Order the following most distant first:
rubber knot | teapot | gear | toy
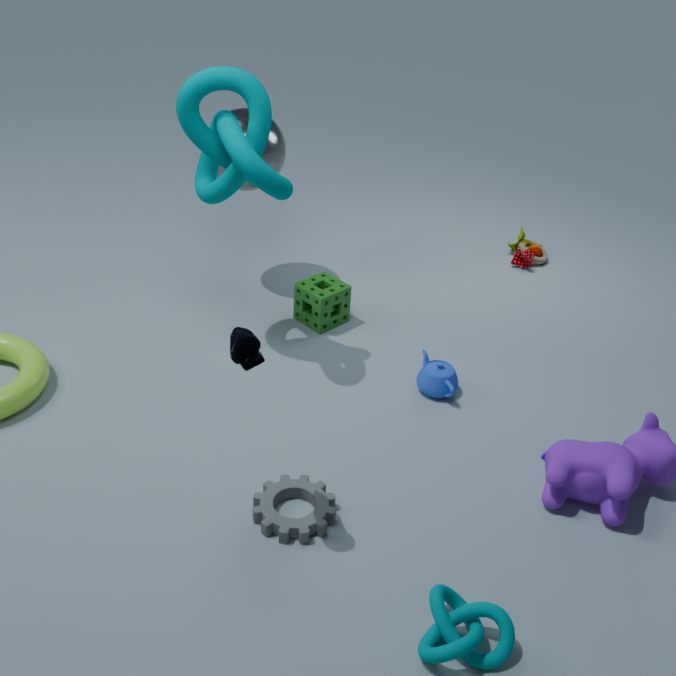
toy
teapot
gear
rubber knot
